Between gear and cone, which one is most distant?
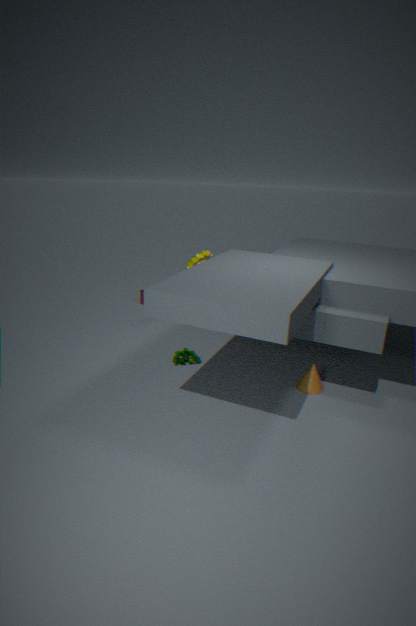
gear
